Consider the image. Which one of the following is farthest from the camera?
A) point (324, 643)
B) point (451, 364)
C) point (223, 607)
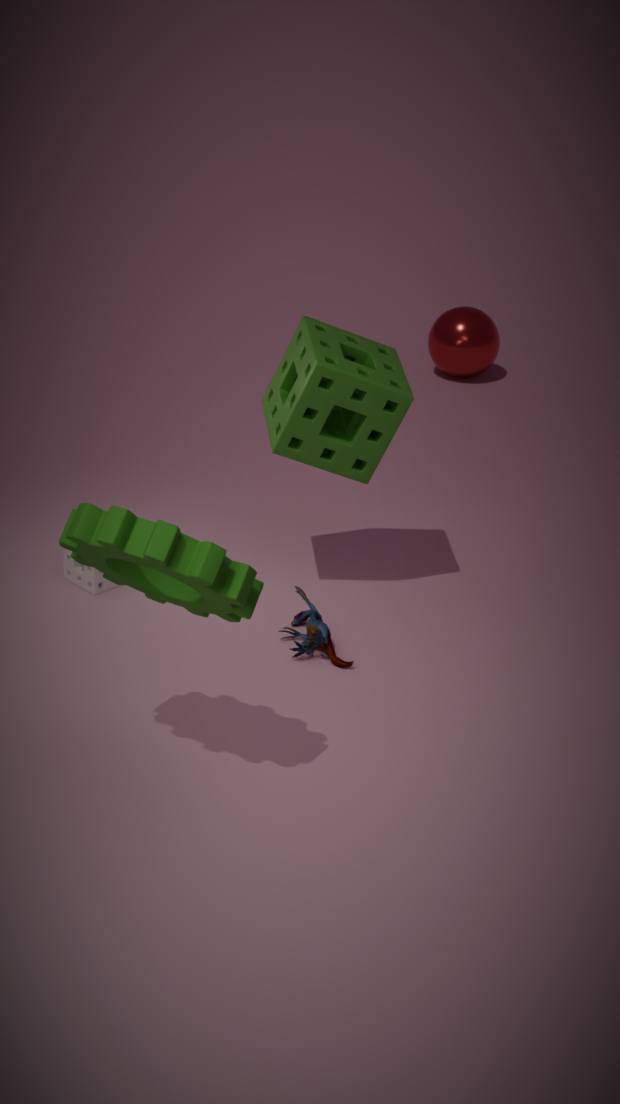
point (451, 364)
